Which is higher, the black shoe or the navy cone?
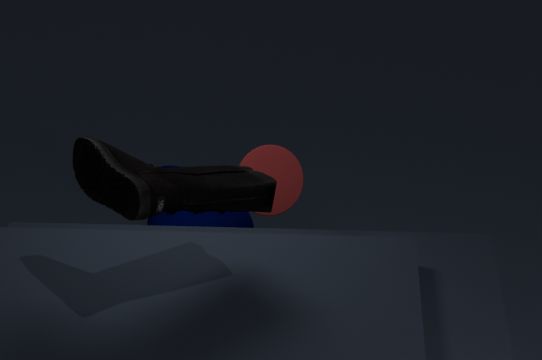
the black shoe
